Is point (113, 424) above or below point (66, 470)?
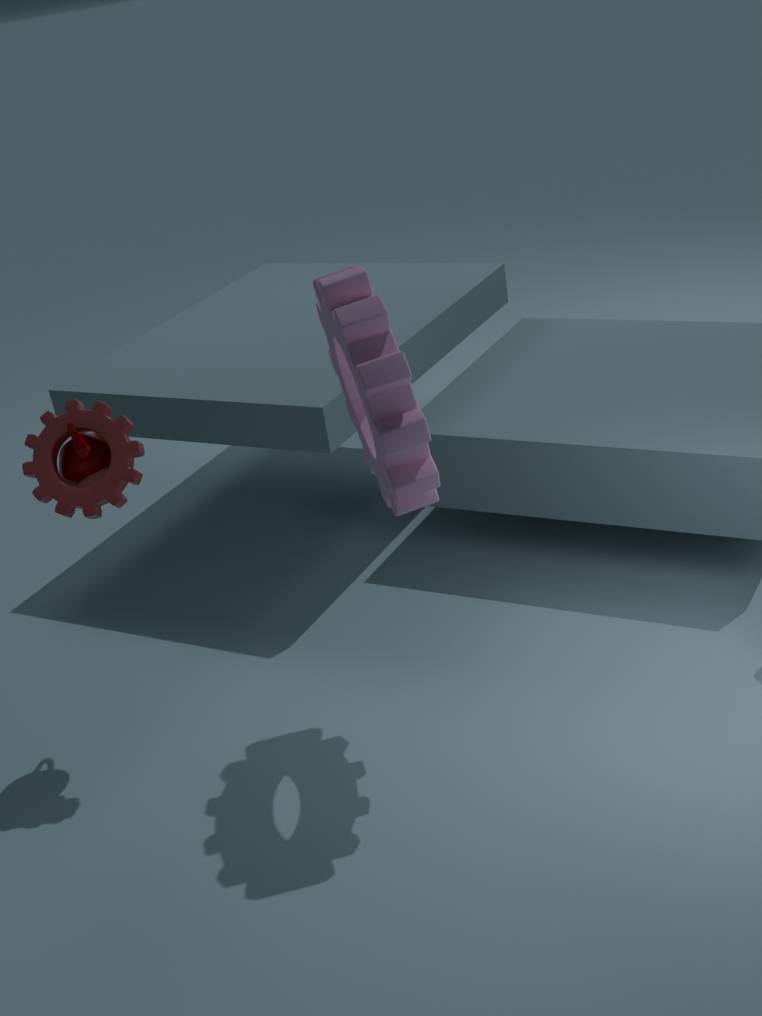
above
